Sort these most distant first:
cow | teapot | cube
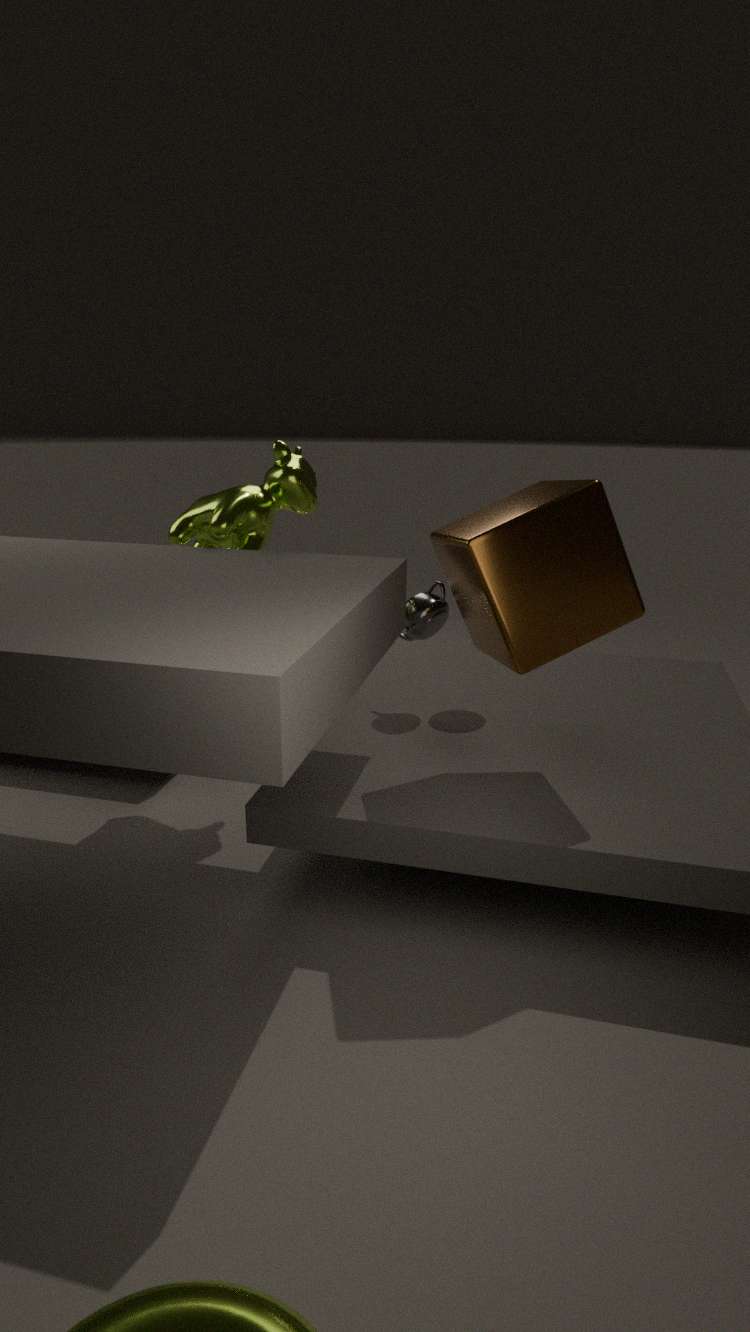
teapot
cow
cube
